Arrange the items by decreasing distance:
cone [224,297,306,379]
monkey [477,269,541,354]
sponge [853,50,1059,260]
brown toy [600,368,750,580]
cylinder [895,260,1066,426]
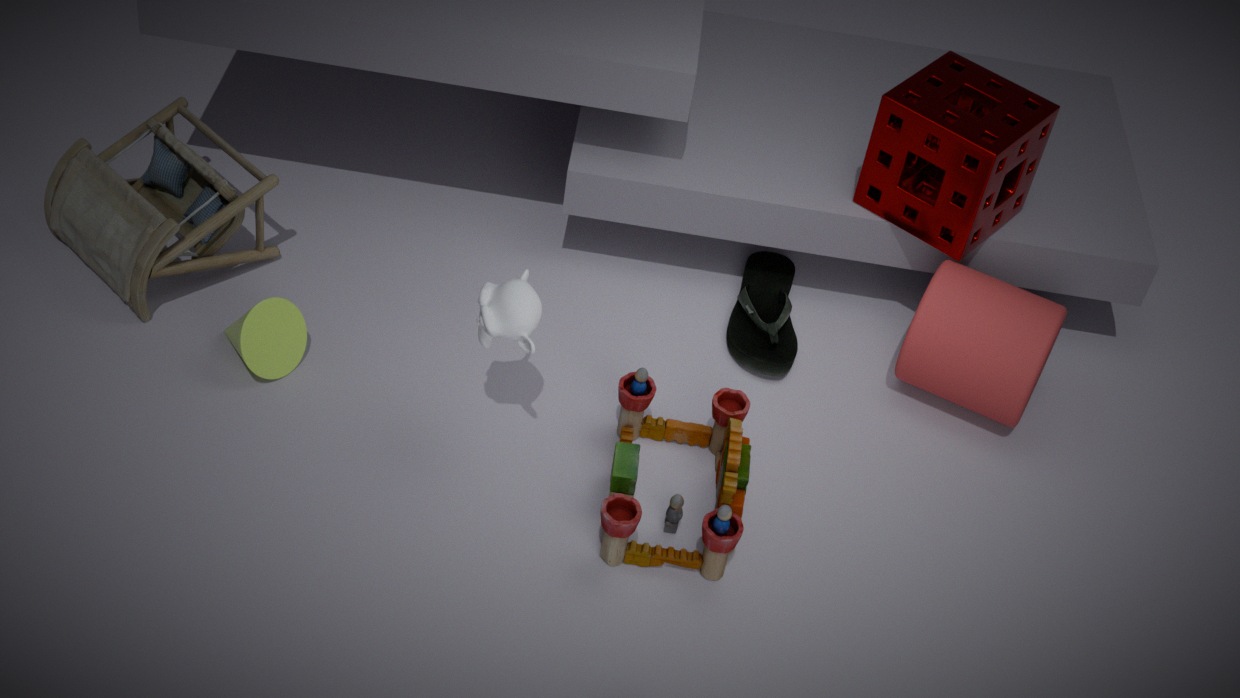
sponge [853,50,1059,260] < cylinder [895,260,1066,426] < cone [224,297,306,379] < monkey [477,269,541,354] < brown toy [600,368,750,580]
